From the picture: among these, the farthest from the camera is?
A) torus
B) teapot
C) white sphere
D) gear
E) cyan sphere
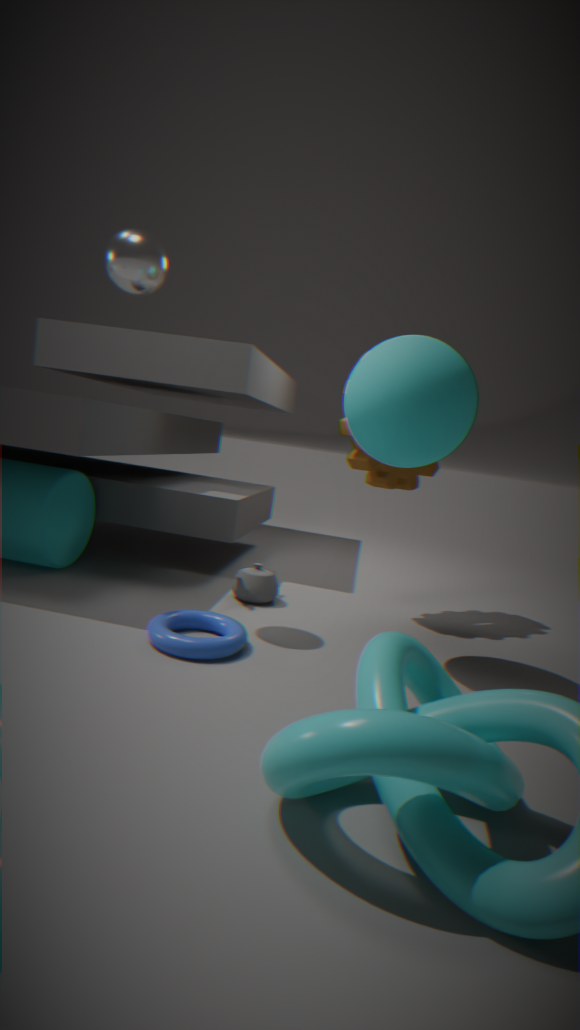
gear
